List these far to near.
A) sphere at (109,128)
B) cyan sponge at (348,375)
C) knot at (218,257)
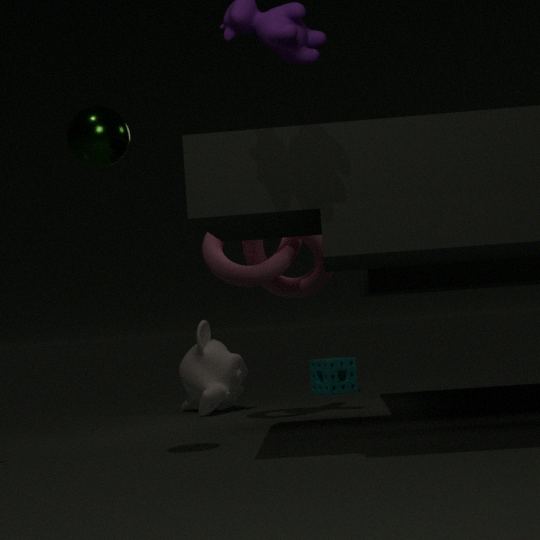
cyan sponge at (348,375), knot at (218,257), sphere at (109,128)
